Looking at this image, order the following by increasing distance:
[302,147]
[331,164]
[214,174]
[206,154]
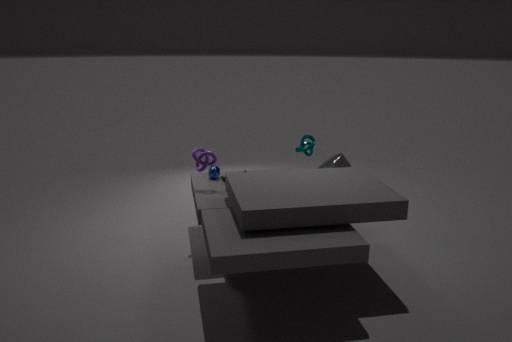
[206,154], [331,164], [214,174], [302,147]
